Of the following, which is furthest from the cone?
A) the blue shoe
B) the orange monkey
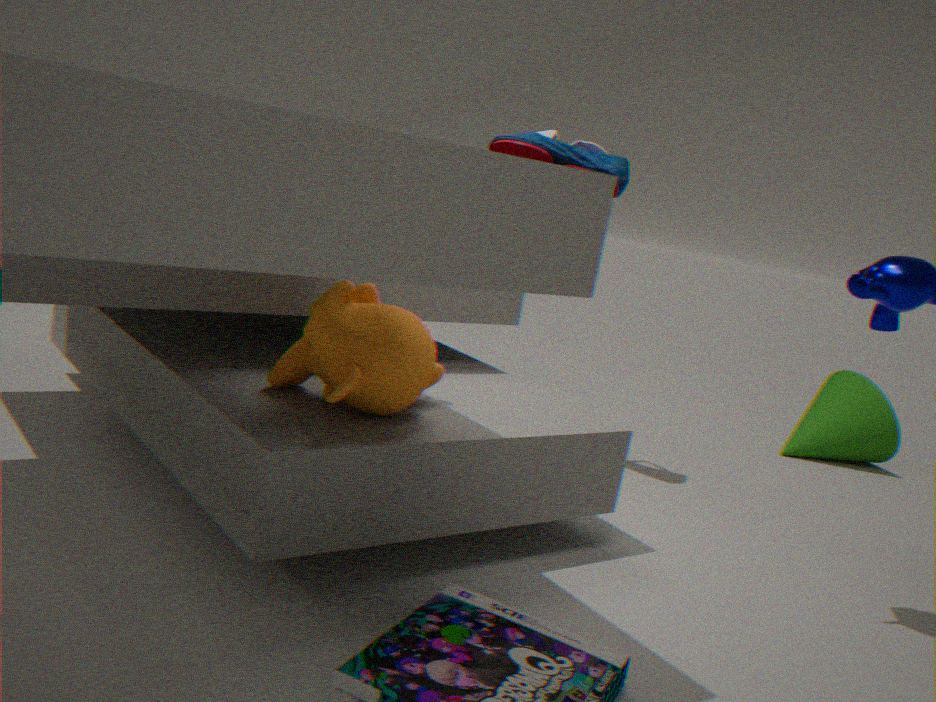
the orange monkey
